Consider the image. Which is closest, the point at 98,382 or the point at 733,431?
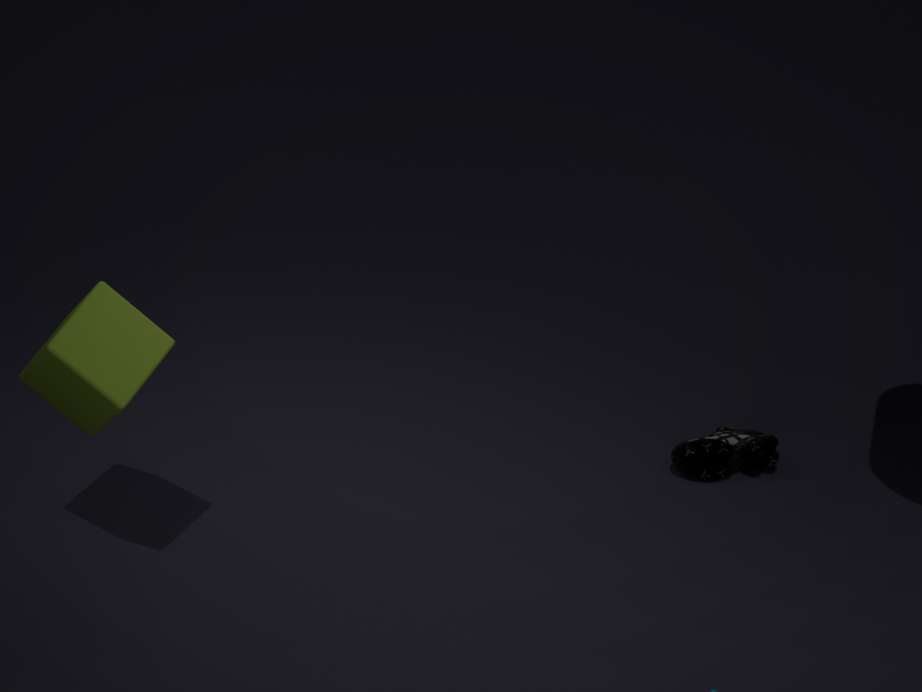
the point at 98,382
